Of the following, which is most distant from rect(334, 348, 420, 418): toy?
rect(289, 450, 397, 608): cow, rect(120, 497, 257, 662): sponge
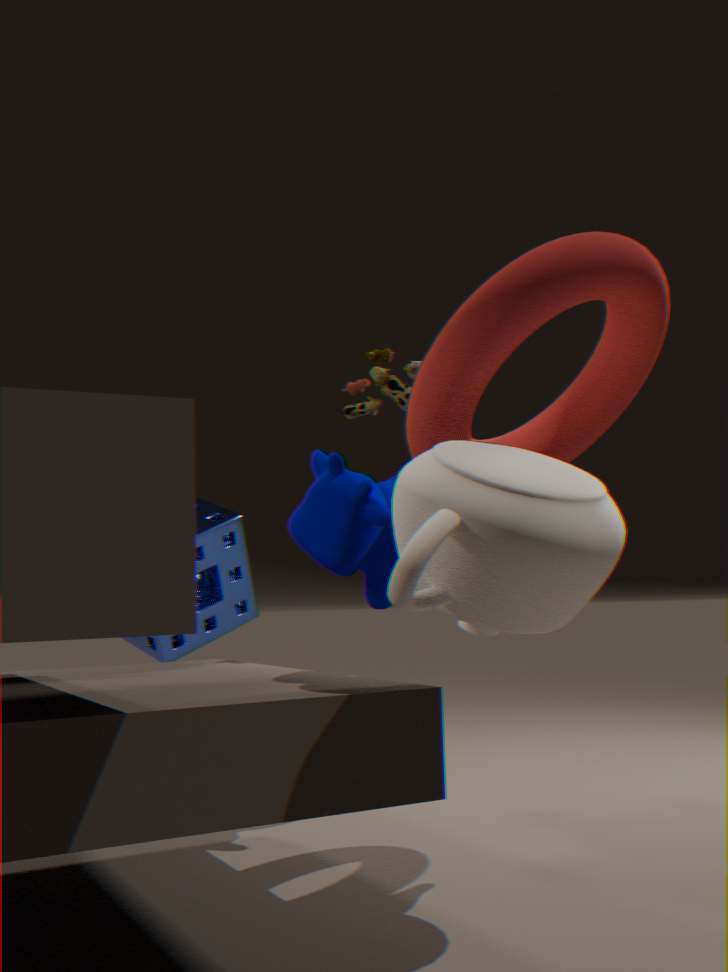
rect(120, 497, 257, 662): sponge
